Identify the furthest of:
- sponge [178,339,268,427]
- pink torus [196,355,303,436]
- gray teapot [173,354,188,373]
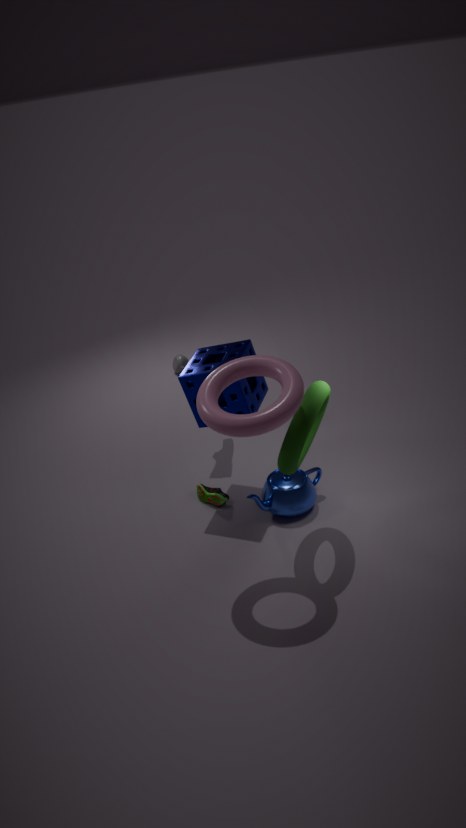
gray teapot [173,354,188,373]
